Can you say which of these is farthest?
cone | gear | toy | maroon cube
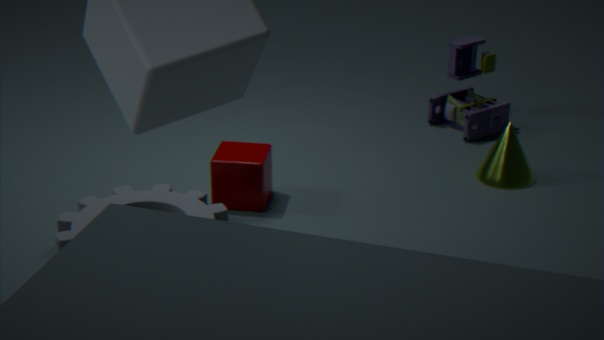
toy
